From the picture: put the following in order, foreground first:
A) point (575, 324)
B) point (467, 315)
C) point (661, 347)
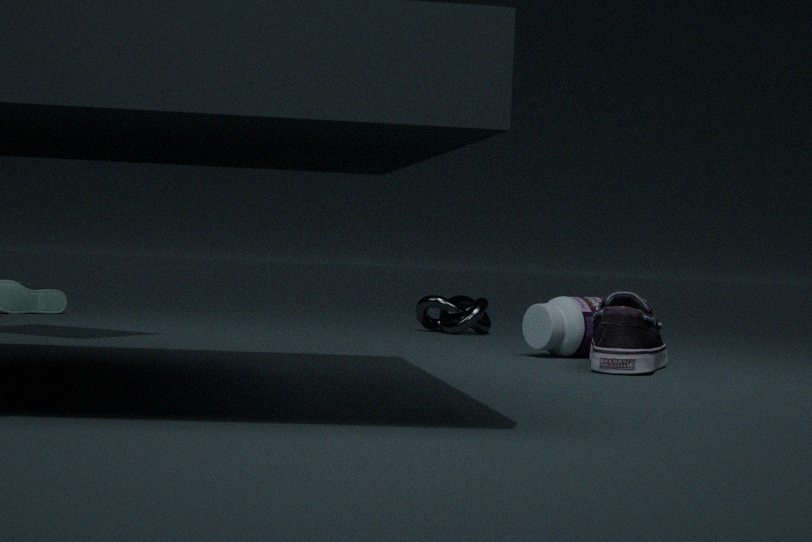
point (661, 347)
point (575, 324)
point (467, 315)
